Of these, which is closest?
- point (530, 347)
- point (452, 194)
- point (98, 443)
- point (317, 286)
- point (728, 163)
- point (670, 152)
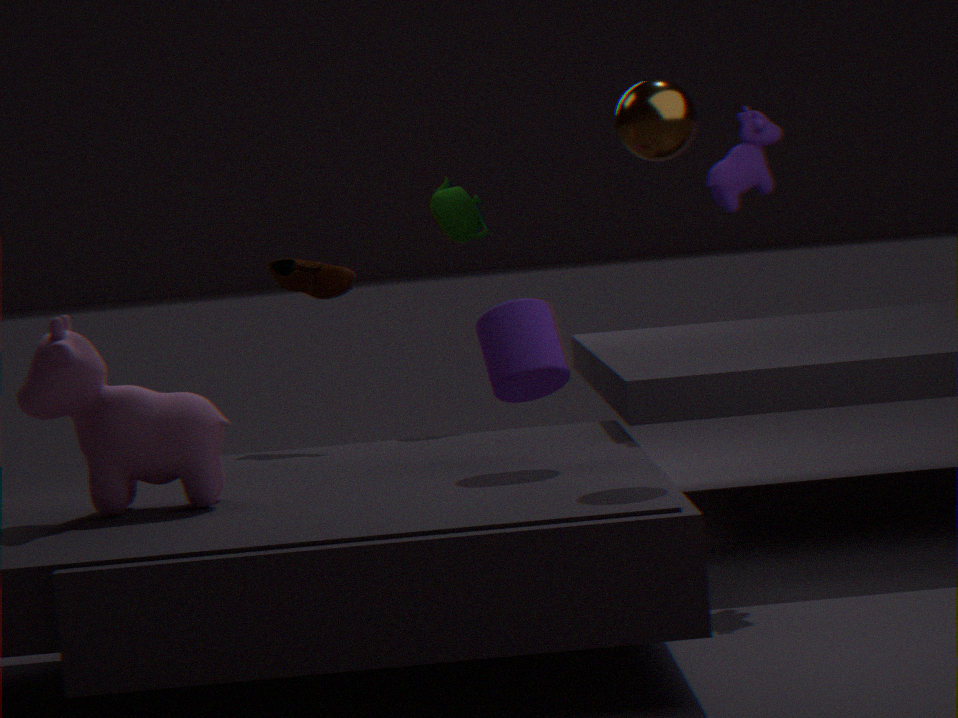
point (98, 443)
